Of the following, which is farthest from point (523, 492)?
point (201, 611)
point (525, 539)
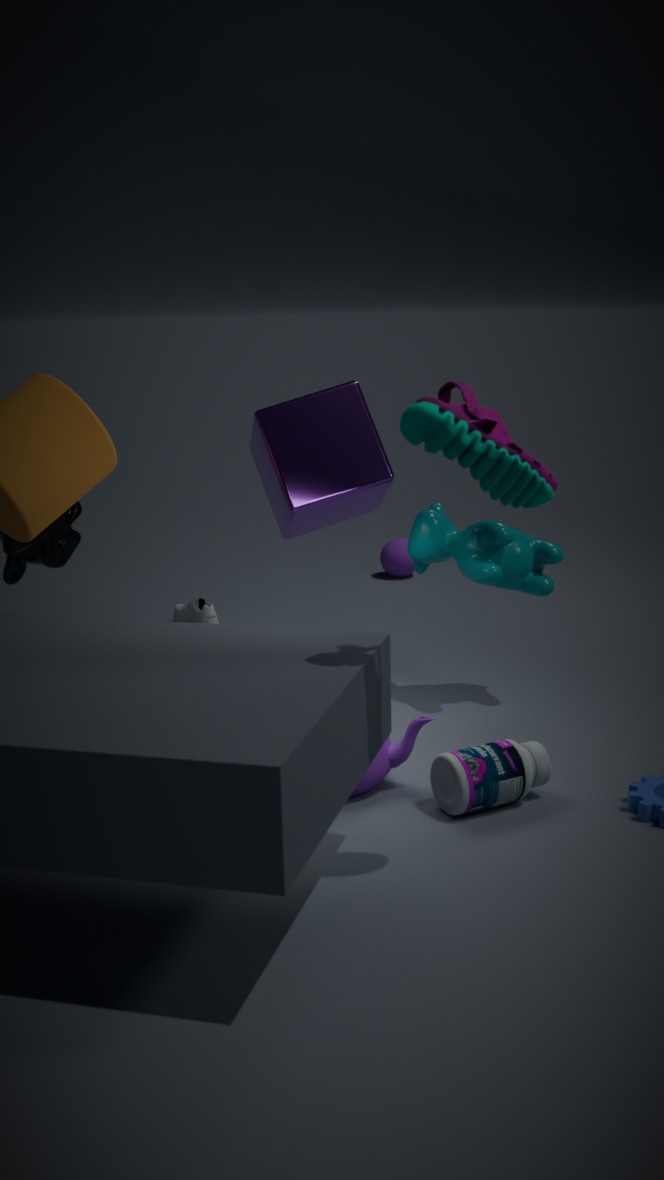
point (201, 611)
